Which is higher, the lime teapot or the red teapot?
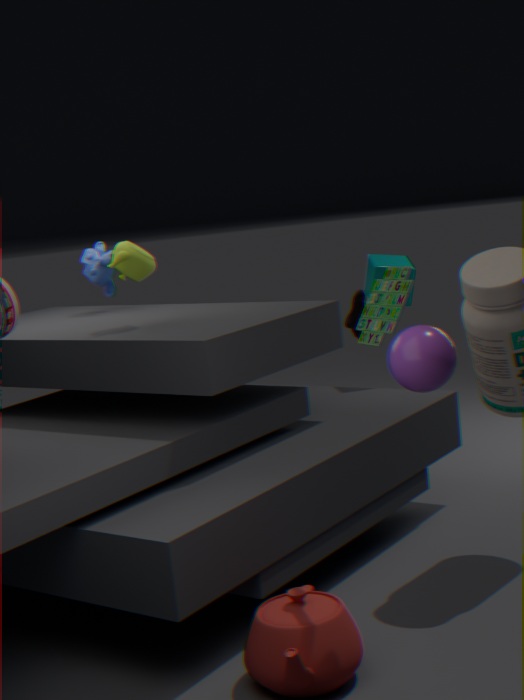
the lime teapot
